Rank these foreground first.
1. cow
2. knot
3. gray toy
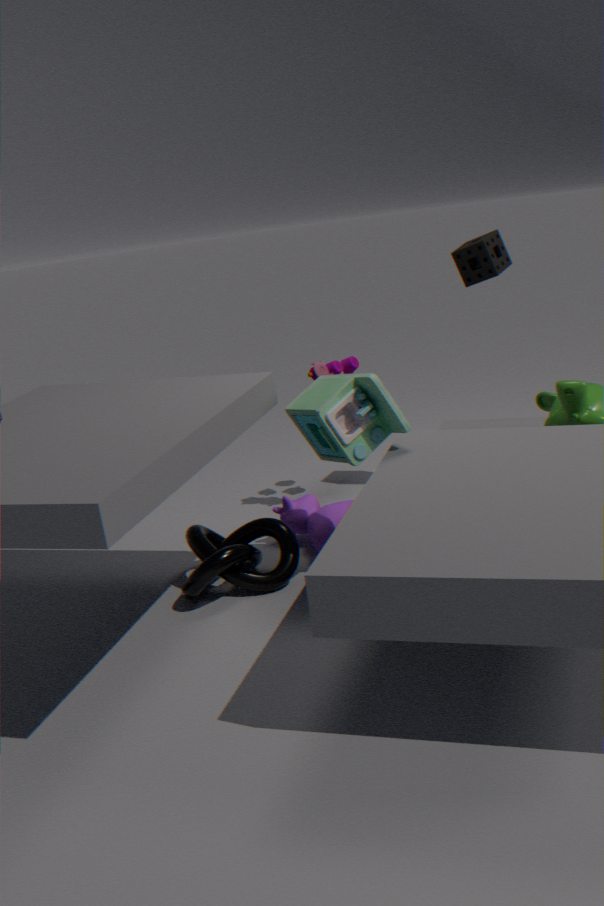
gray toy, knot, cow
